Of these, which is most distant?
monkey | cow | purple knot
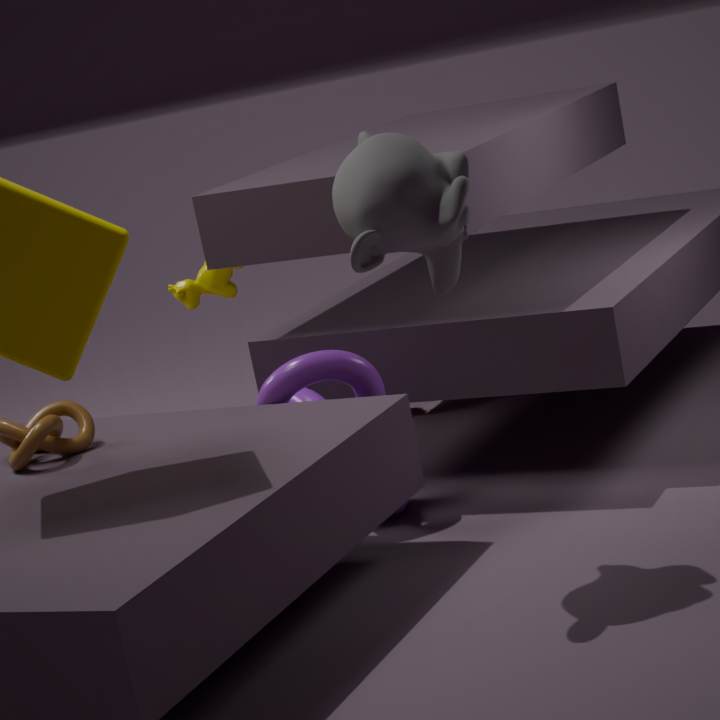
cow
